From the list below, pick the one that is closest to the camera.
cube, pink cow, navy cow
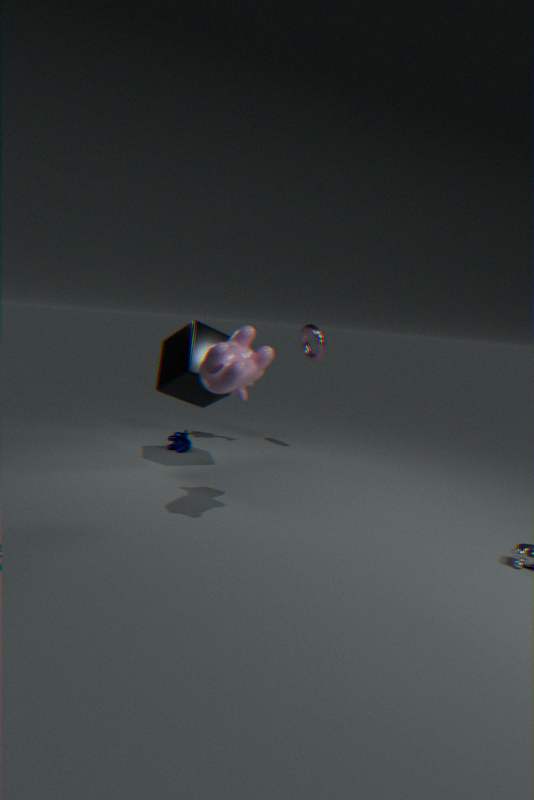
pink cow
